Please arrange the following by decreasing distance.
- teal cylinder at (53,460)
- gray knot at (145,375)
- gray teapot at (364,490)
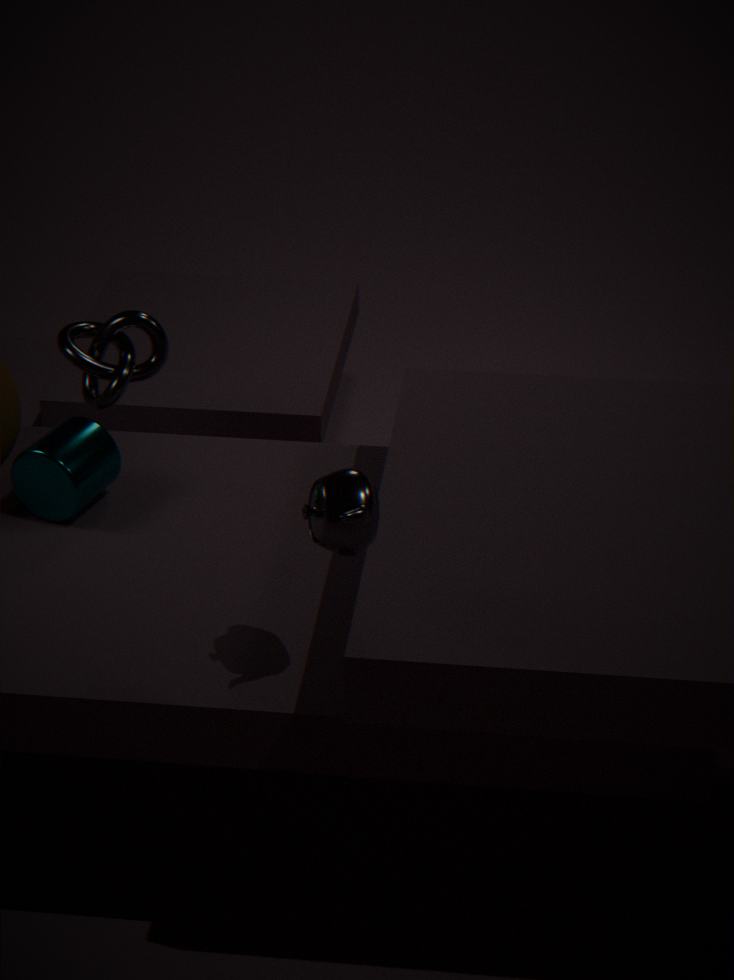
gray knot at (145,375) → teal cylinder at (53,460) → gray teapot at (364,490)
